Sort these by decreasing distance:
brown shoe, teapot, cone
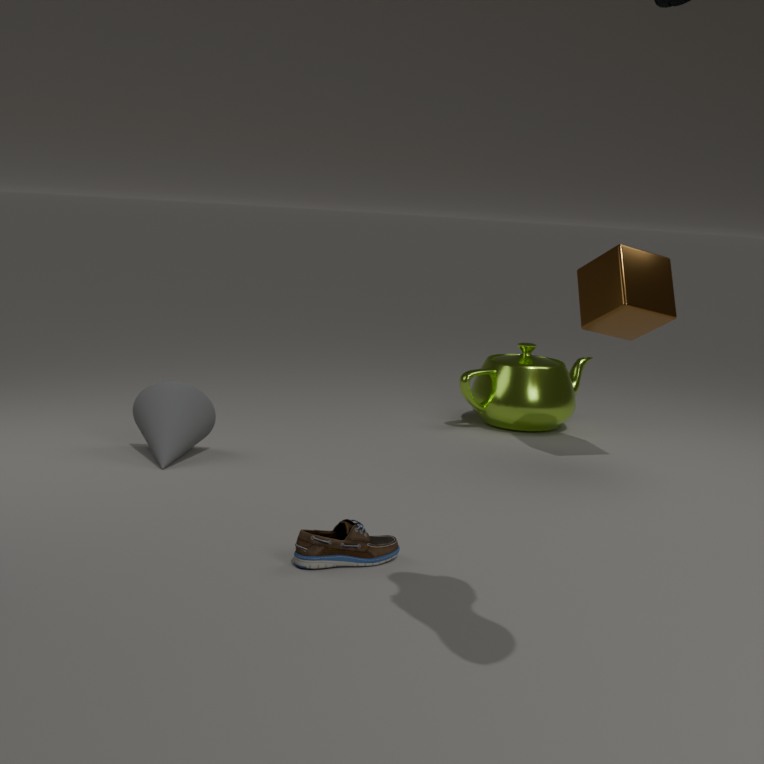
teapot < cone < brown shoe
